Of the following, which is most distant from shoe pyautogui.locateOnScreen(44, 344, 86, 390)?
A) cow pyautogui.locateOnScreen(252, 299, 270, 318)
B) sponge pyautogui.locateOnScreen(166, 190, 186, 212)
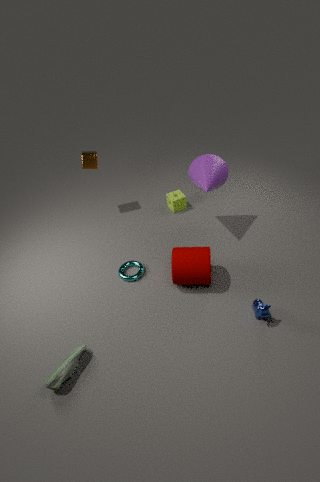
sponge pyautogui.locateOnScreen(166, 190, 186, 212)
